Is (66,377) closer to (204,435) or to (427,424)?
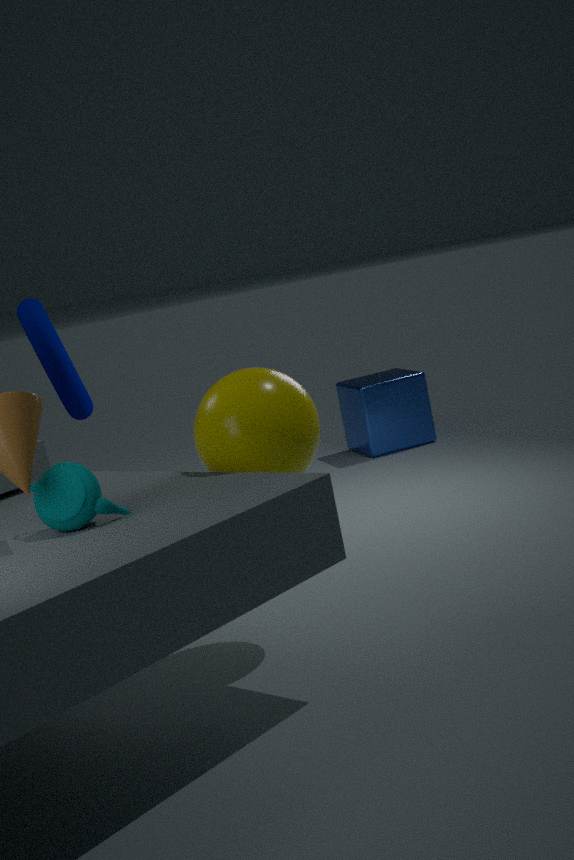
(204,435)
